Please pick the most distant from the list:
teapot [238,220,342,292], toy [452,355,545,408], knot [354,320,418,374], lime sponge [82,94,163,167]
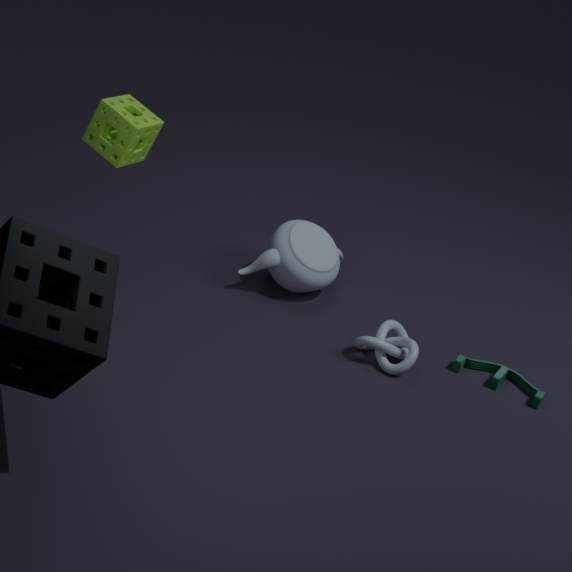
teapot [238,220,342,292]
